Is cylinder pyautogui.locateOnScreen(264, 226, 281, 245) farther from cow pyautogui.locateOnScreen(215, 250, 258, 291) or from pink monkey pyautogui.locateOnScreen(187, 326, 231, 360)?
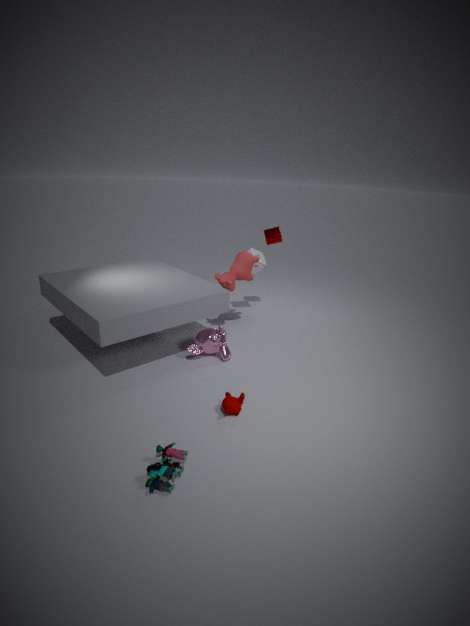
pink monkey pyautogui.locateOnScreen(187, 326, 231, 360)
